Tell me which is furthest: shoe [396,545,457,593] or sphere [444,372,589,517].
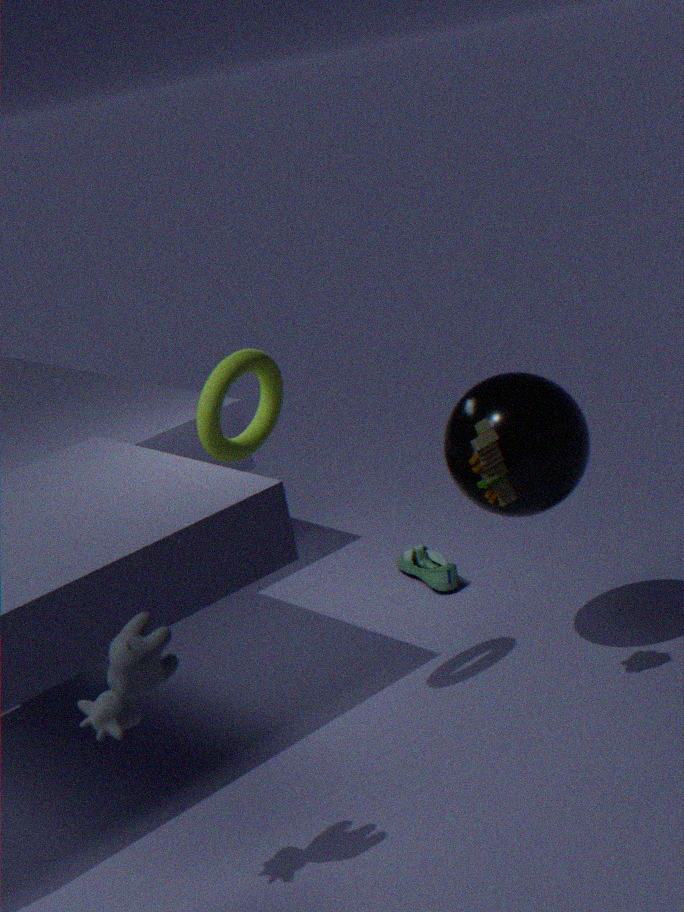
shoe [396,545,457,593]
